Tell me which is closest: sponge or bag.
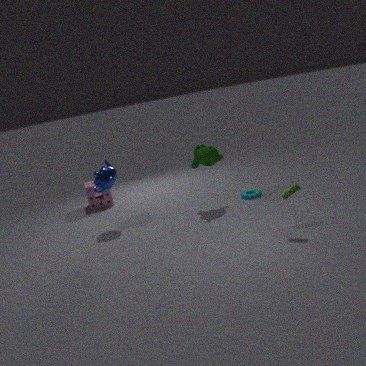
bag
